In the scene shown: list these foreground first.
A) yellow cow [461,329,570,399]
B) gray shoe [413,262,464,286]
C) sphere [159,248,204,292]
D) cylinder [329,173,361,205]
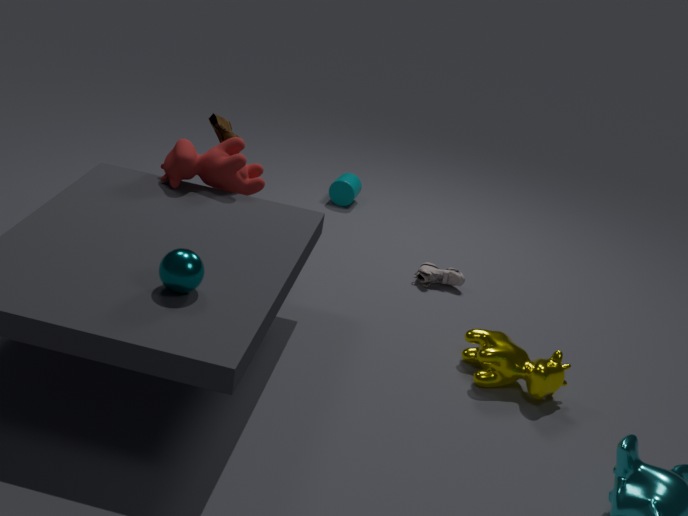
sphere [159,248,204,292] → yellow cow [461,329,570,399] → gray shoe [413,262,464,286] → cylinder [329,173,361,205]
